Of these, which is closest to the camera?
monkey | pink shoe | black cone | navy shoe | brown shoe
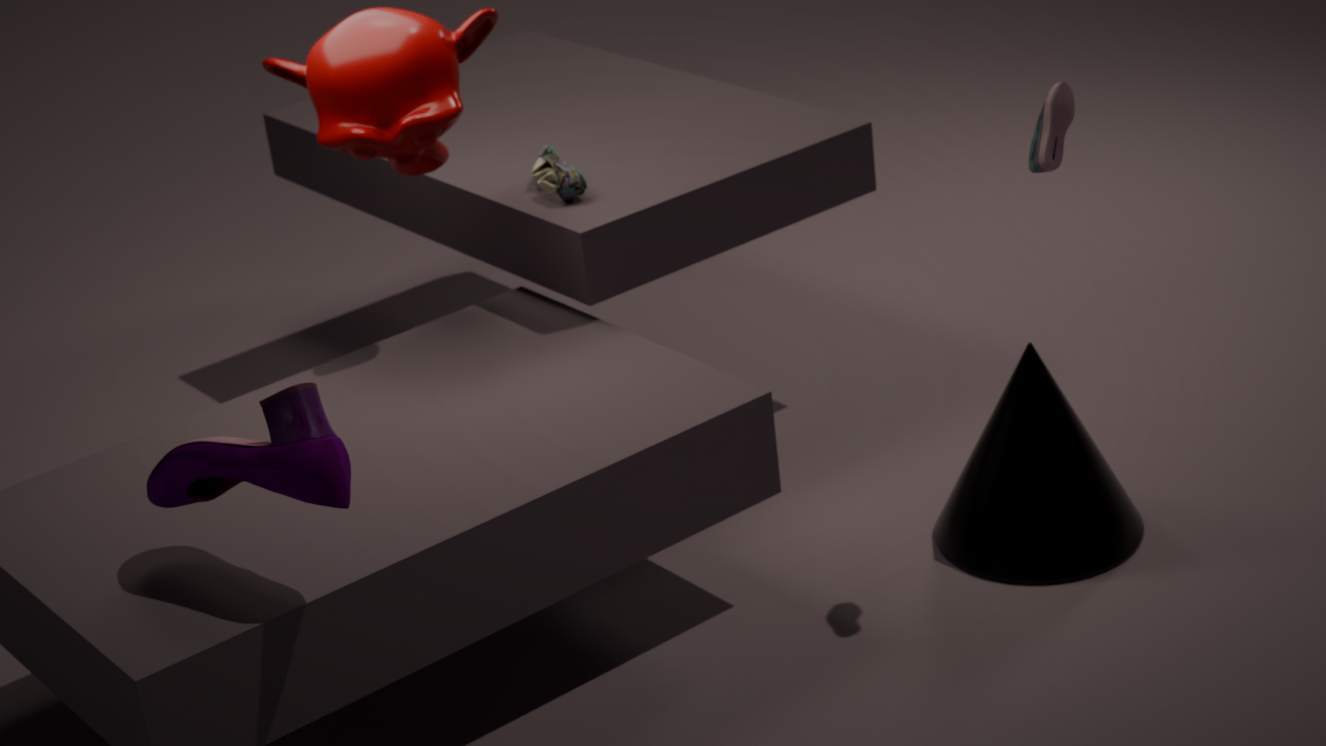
navy shoe
